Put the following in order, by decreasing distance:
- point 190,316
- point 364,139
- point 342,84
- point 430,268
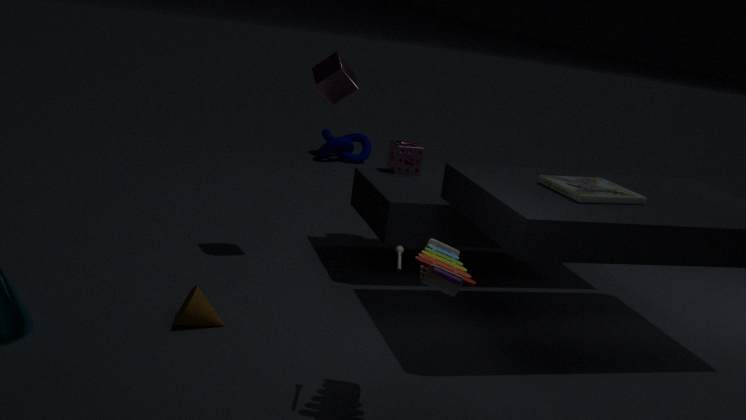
point 364,139, point 342,84, point 190,316, point 430,268
